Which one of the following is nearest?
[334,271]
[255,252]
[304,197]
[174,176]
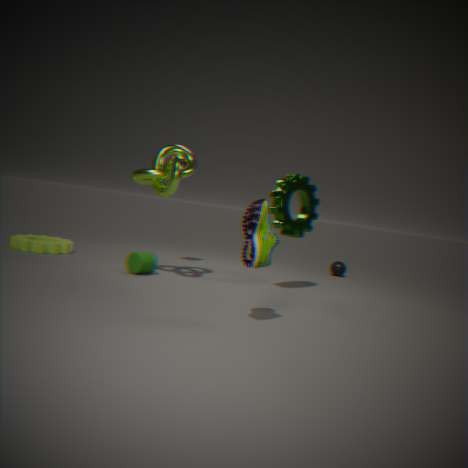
[255,252]
